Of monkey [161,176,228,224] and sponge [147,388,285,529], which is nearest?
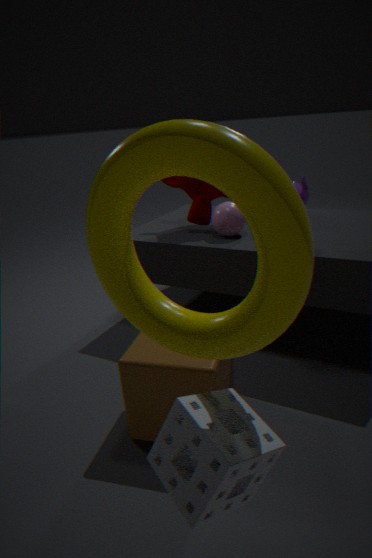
sponge [147,388,285,529]
